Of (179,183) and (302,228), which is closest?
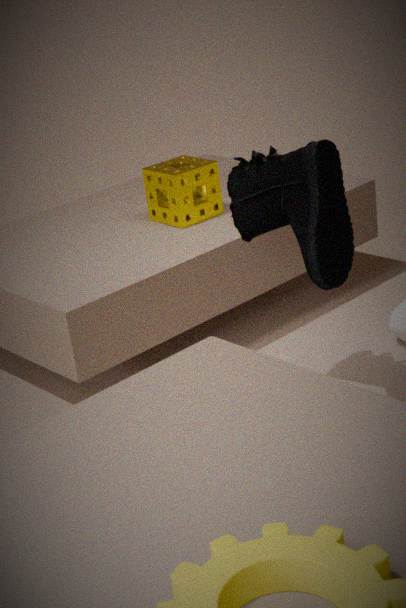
(302,228)
